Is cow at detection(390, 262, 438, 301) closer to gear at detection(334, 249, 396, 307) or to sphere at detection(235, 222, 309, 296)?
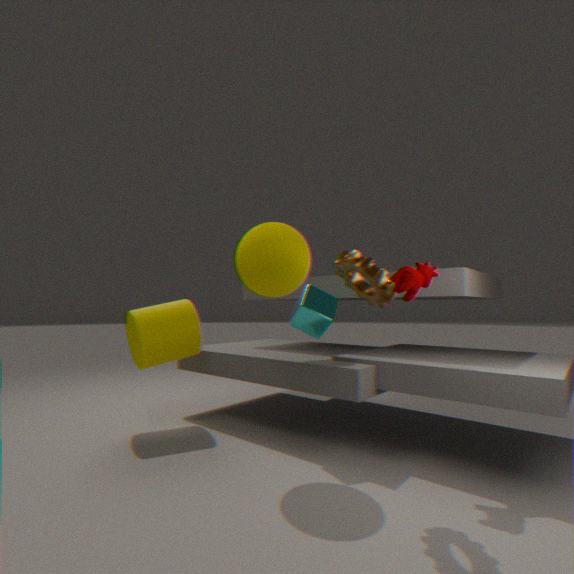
gear at detection(334, 249, 396, 307)
